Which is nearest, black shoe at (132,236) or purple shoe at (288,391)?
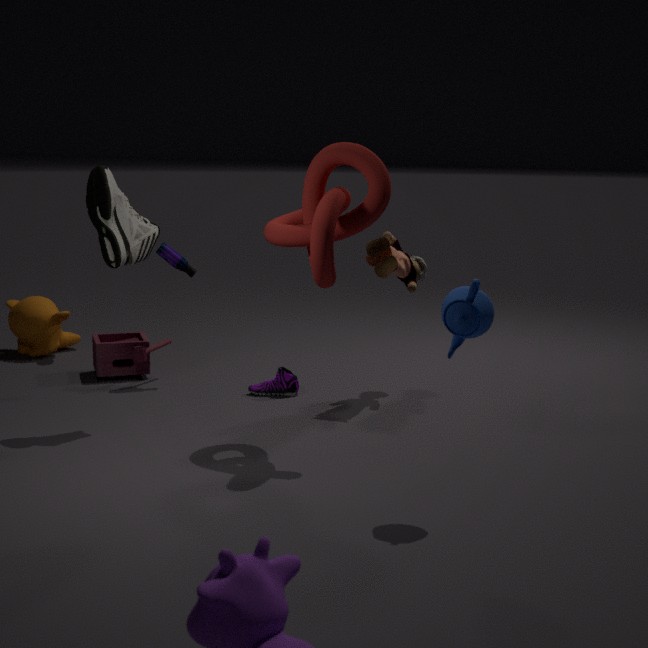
black shoe at (132,236)
